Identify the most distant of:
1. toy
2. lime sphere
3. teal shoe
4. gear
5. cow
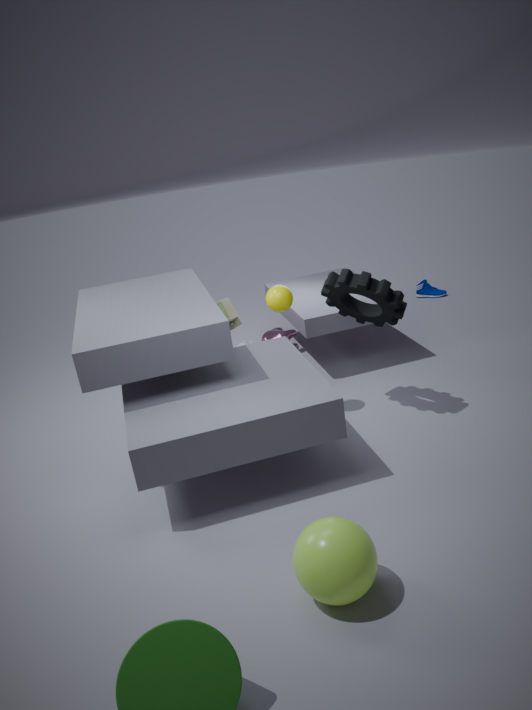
teal shoe
